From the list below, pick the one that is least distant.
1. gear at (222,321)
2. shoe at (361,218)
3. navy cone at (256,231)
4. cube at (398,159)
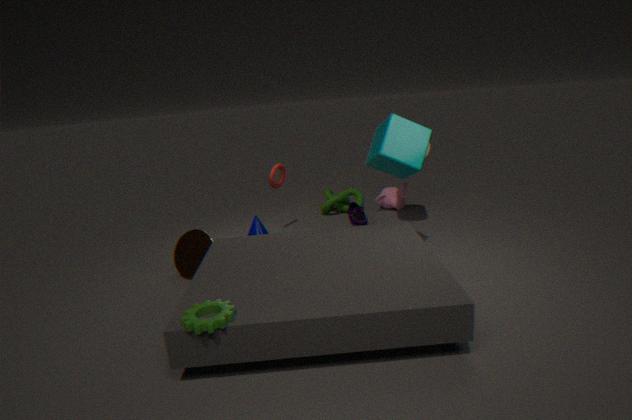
gear at (222,321)
